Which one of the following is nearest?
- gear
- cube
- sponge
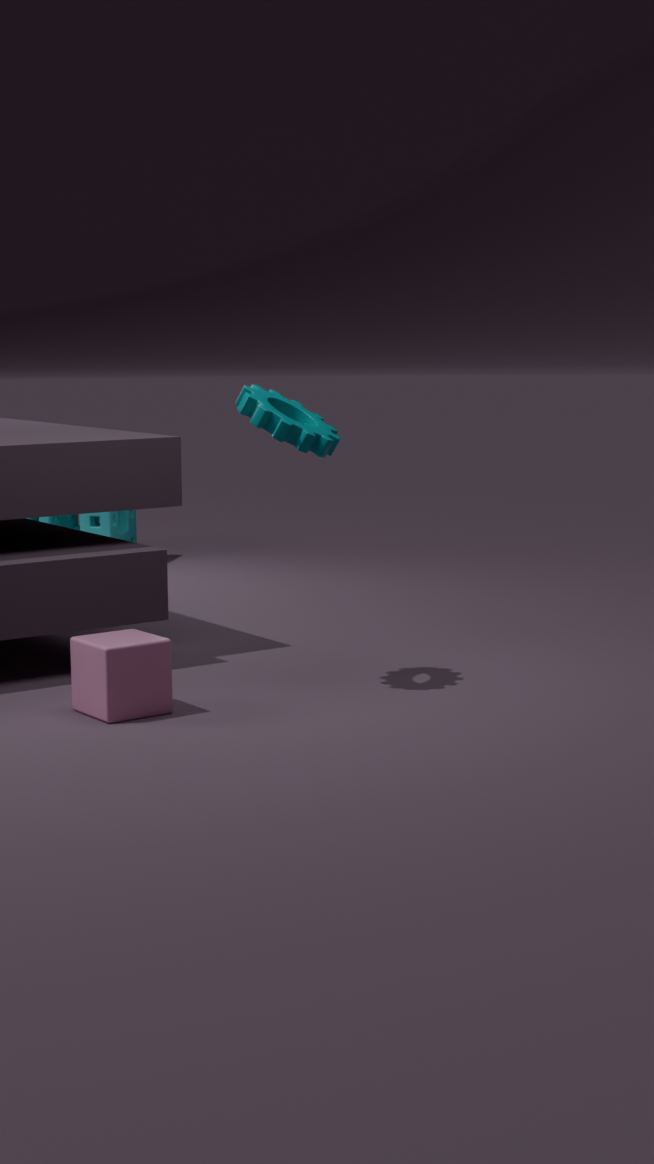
cube
